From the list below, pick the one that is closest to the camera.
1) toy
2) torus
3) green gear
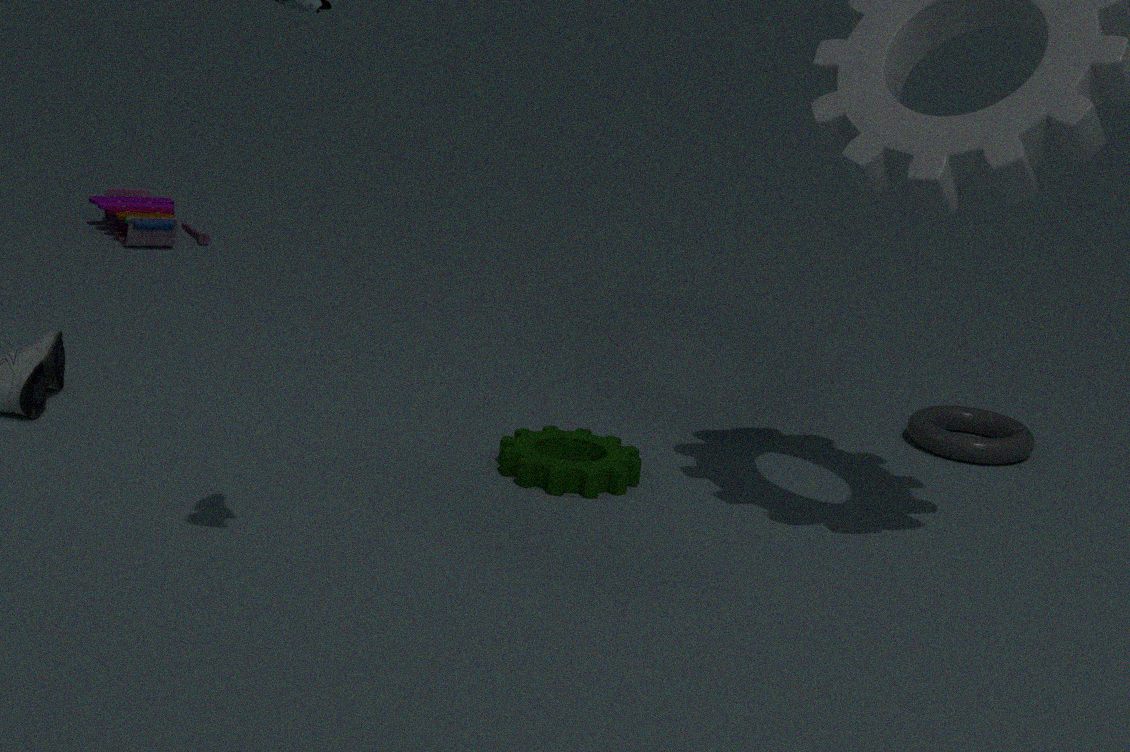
3. green gear
